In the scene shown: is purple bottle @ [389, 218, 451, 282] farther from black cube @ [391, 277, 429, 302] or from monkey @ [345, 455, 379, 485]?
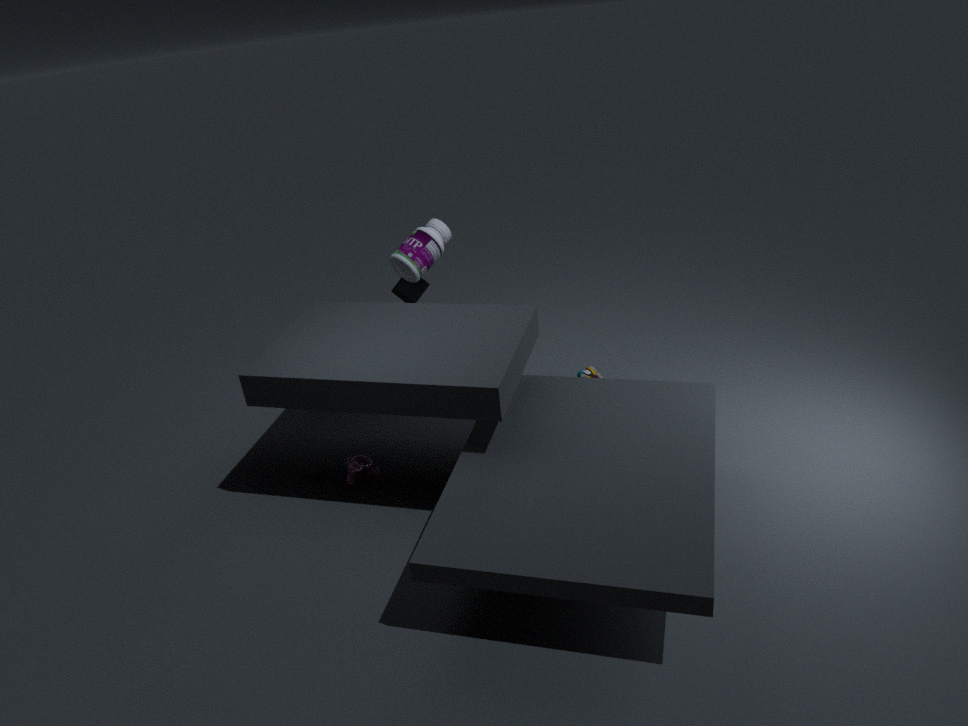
monkey @ [345, 455, 379, 485]
